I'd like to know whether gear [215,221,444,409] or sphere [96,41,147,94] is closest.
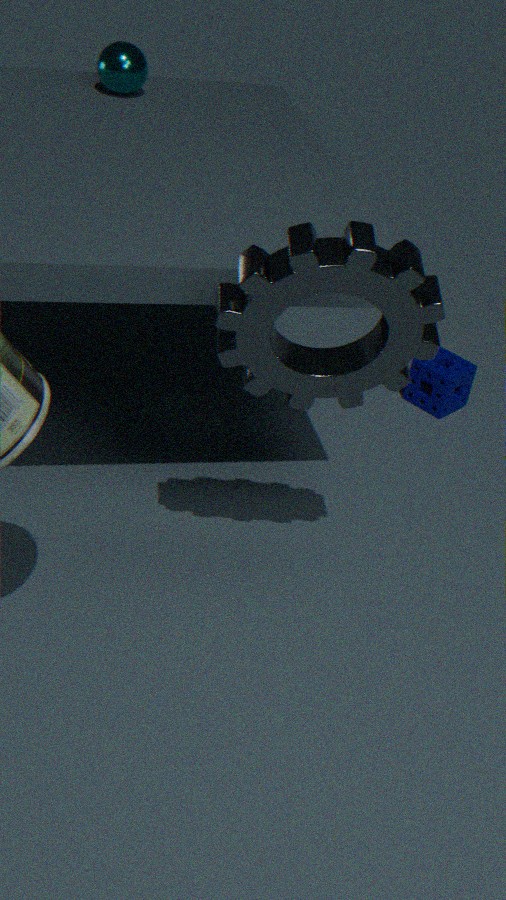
gear [215,221,444,409]
